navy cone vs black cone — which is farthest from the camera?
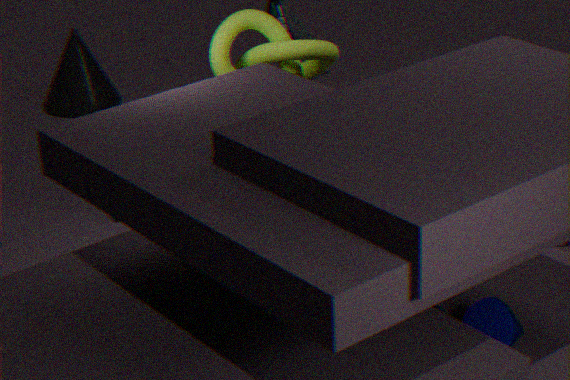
black cone
